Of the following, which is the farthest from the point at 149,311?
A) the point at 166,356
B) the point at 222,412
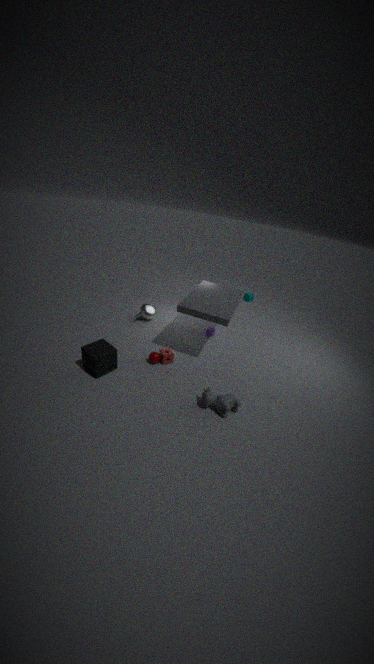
the point at 222,412
